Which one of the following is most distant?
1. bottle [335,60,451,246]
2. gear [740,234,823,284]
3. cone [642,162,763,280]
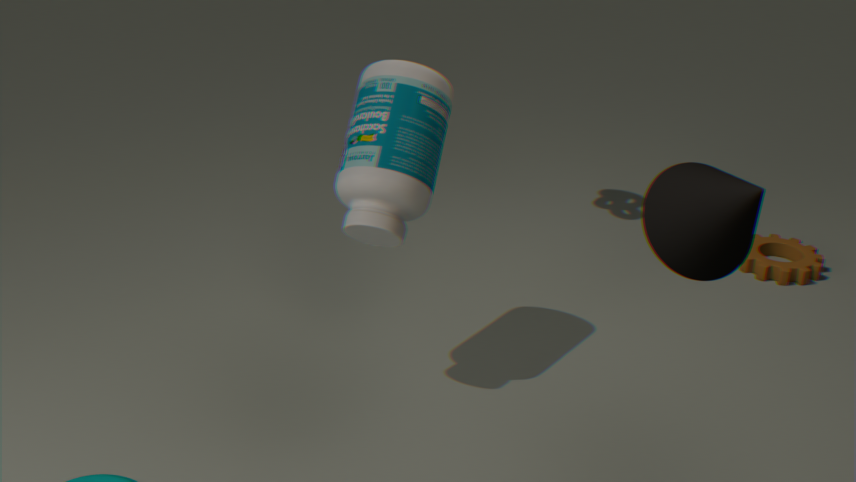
gear [740,234,823,284]
